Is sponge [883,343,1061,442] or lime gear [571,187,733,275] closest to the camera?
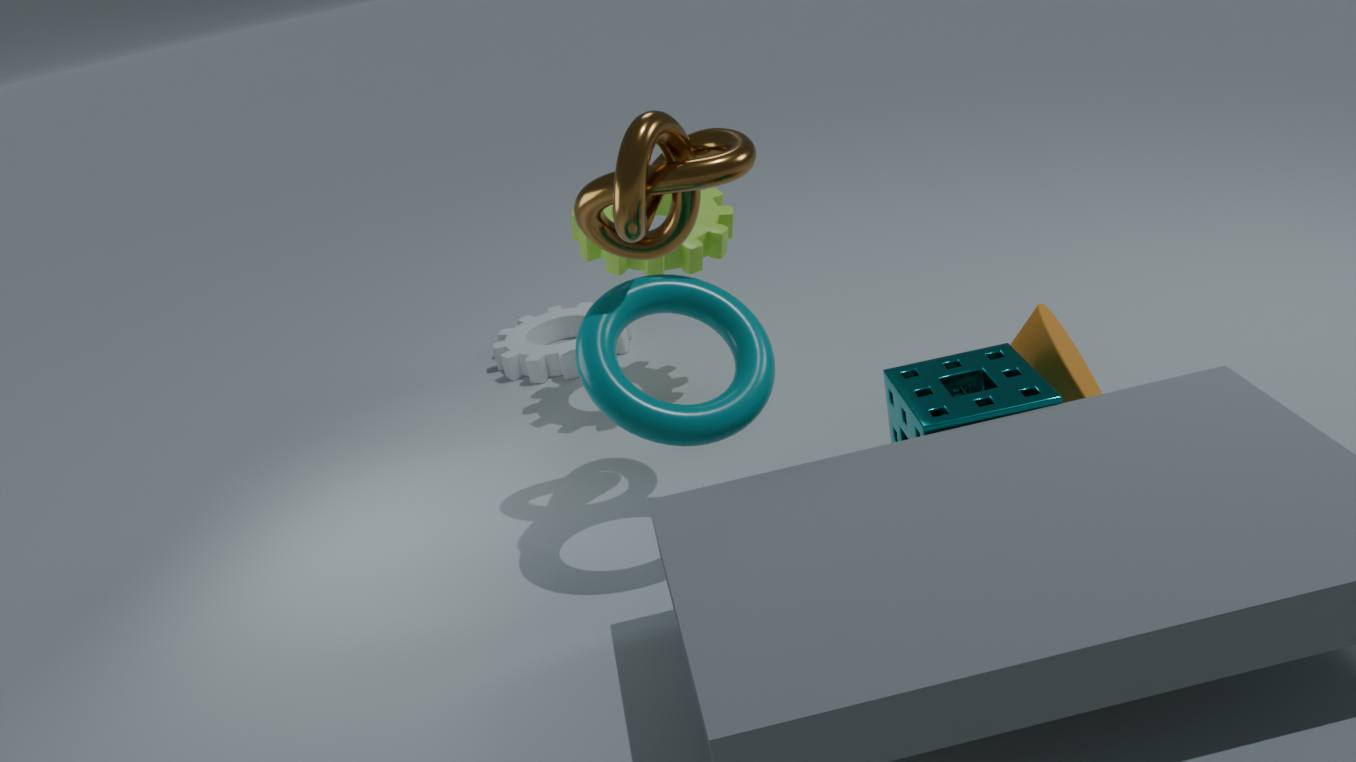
sponge [883,343,1061,442]
